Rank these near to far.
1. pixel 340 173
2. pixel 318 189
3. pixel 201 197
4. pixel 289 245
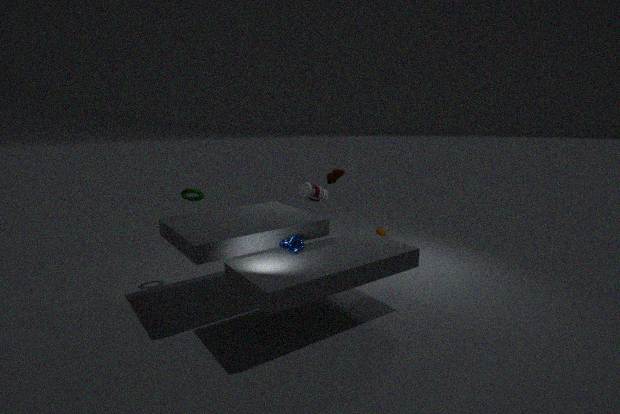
1. pixel 289 245
2. pixel 201 197
3. pixel 318 189
4. pixel 340 173
